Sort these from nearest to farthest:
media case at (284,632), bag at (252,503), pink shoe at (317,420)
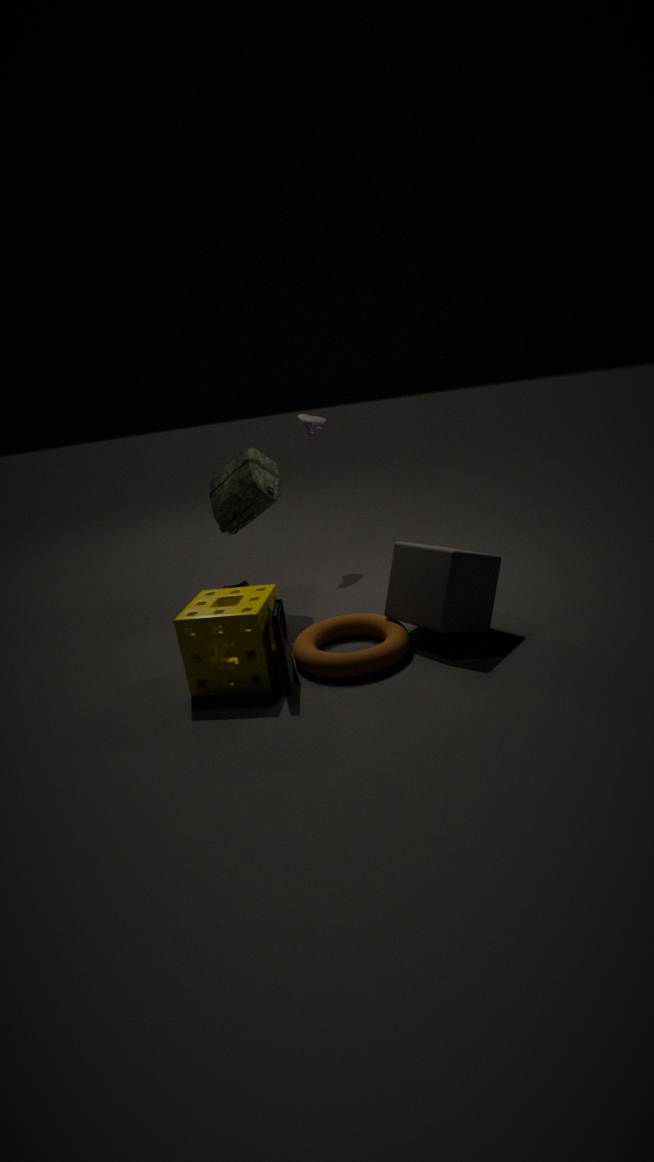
1. media case at (284,632)
2. bag at (252,503)
3. pink shoe at (317,420)
